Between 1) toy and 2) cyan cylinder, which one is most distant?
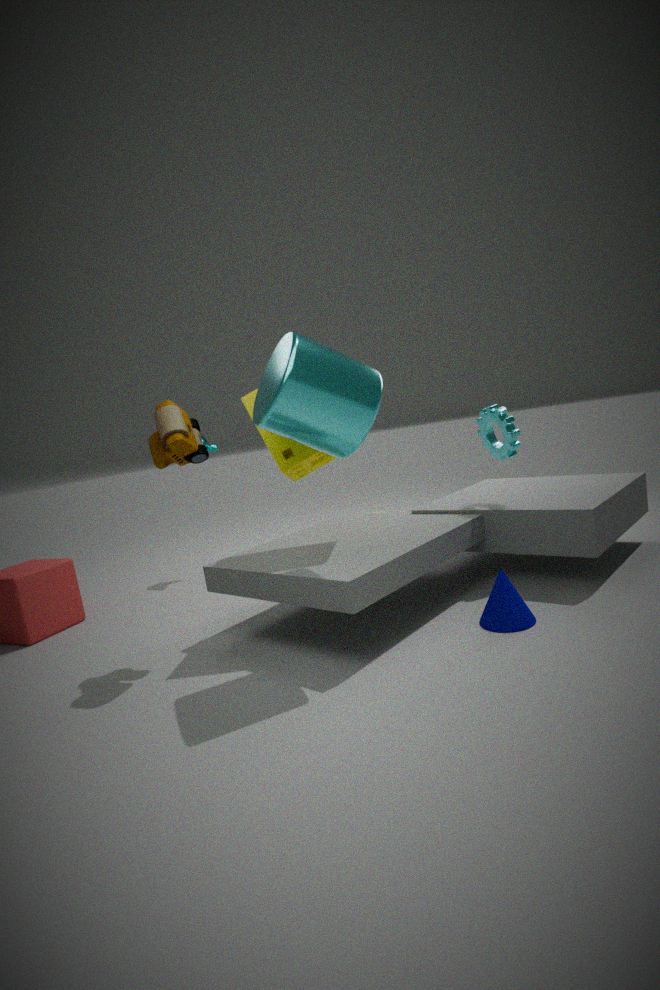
1. toy
